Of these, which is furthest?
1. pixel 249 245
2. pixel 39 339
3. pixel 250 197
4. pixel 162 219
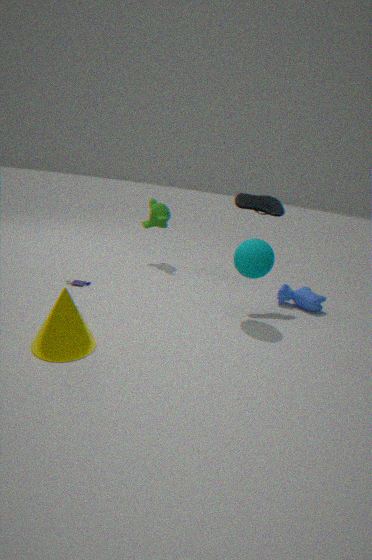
pixel 162 219
